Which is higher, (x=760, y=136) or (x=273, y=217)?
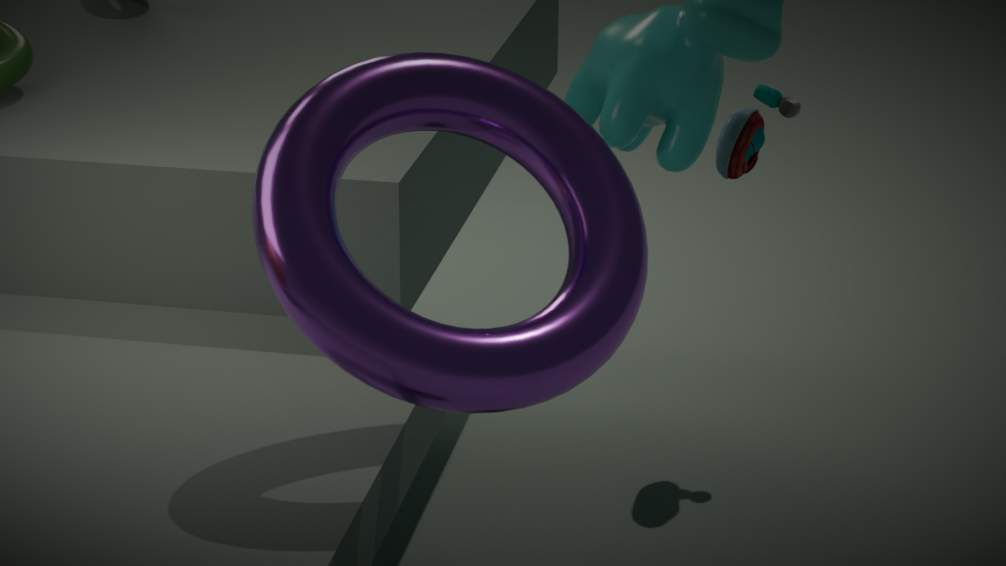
(x=273, y=217)
